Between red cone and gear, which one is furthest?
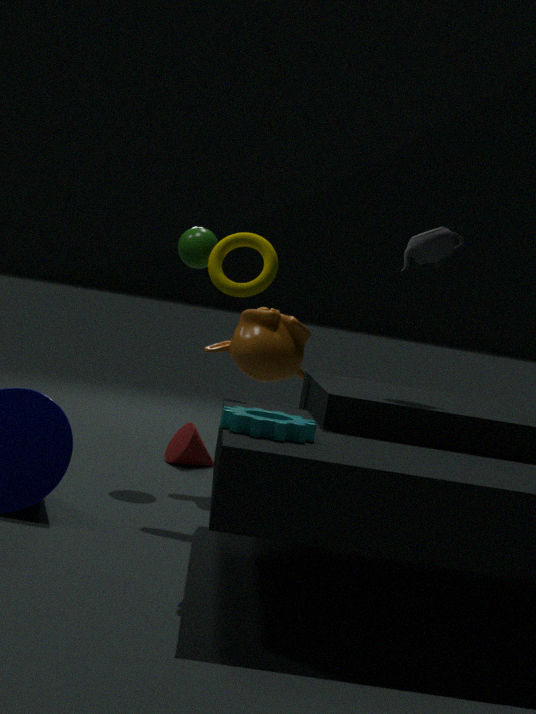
red cone
